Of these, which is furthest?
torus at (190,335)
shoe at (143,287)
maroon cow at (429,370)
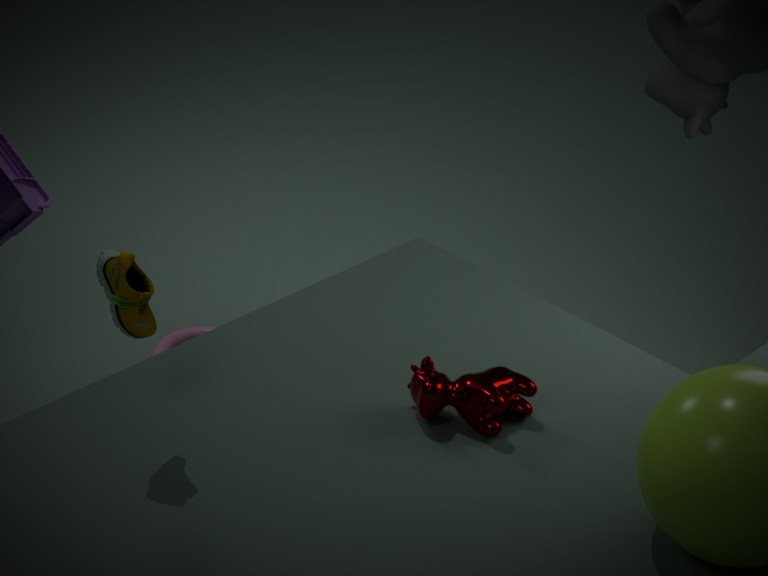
torus at (190,335)
